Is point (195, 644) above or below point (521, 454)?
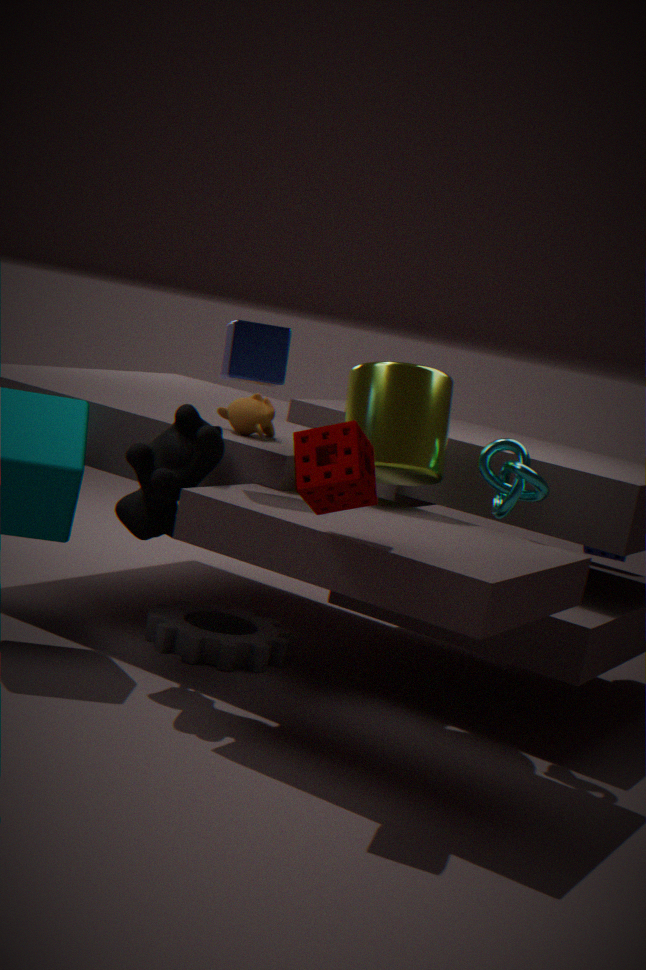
below
